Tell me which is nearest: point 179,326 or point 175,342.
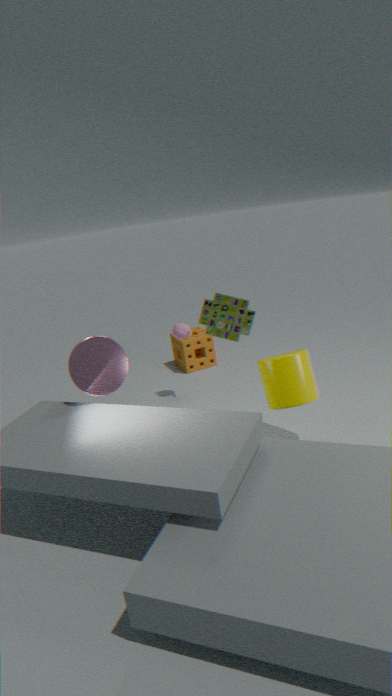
point 179,326
